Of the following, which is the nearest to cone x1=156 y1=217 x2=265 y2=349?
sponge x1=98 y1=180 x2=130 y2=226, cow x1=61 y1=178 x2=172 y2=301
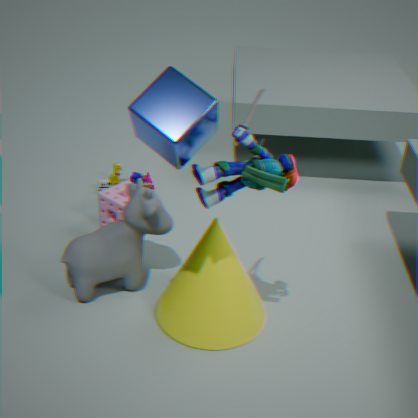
cow x1=61 y1=178 x2=172 y2=301
